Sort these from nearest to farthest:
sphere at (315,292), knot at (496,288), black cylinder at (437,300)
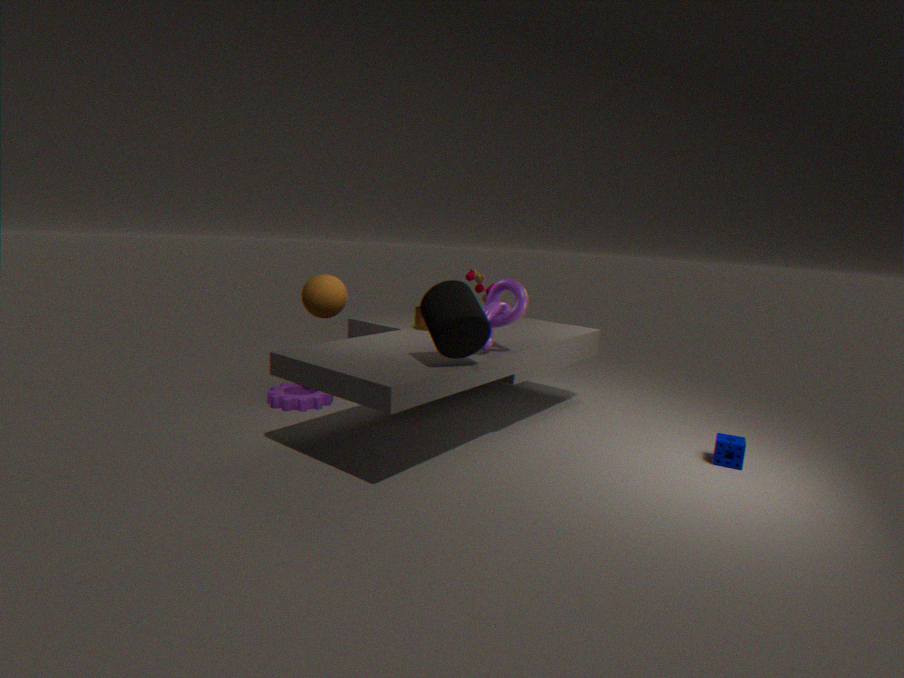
1. black cylinder at (437,300)
2. knot at (496,288)
3. sphere at (315,292)
